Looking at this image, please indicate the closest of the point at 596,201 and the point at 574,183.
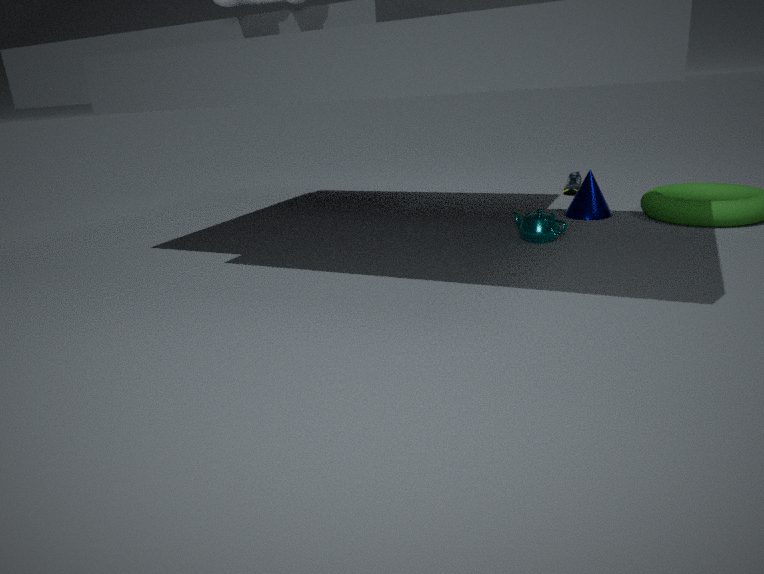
the point at 596,201
